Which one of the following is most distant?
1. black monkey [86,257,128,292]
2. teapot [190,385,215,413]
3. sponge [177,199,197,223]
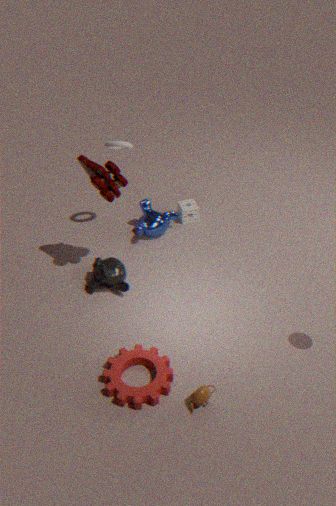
sponge [177,199,197,223]
